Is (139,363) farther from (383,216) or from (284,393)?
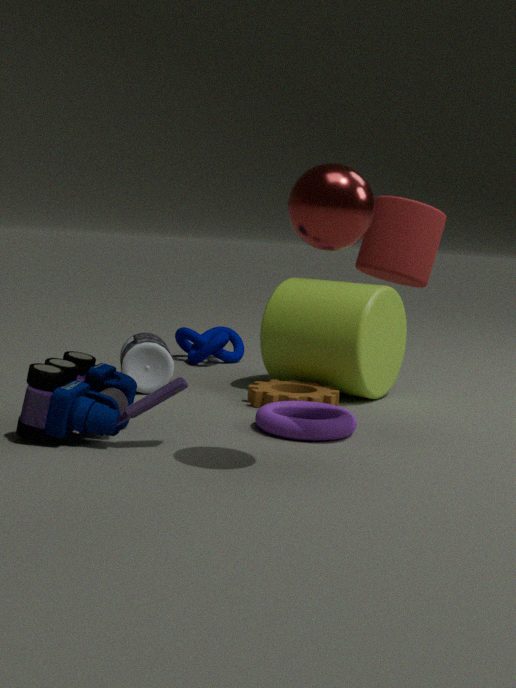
Answer: (383,216)
